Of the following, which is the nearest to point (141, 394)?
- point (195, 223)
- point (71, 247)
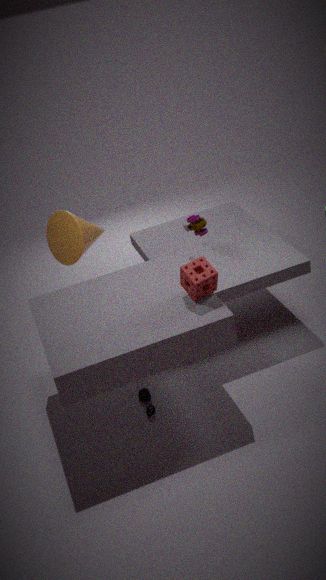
point (195, 223)
